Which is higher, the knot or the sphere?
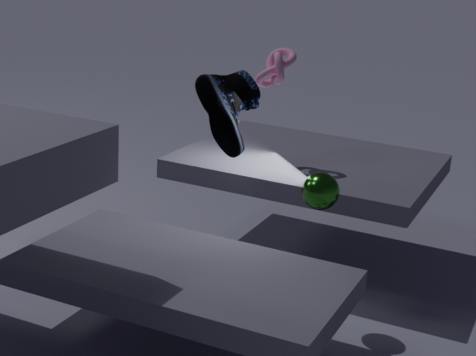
the knot
